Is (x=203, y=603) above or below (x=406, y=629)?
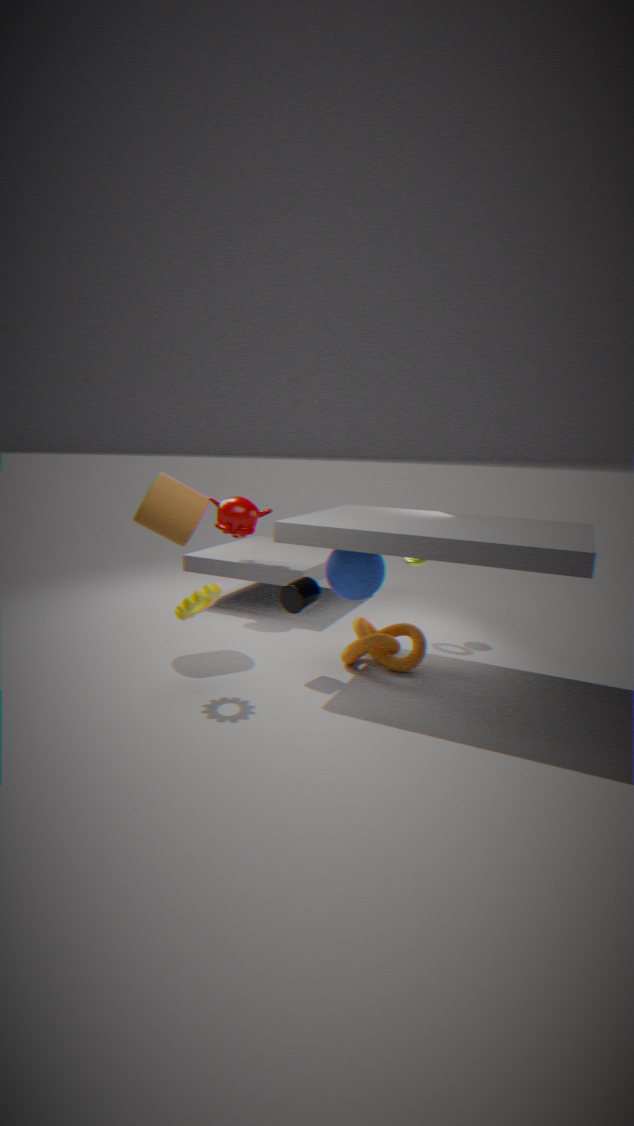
above
